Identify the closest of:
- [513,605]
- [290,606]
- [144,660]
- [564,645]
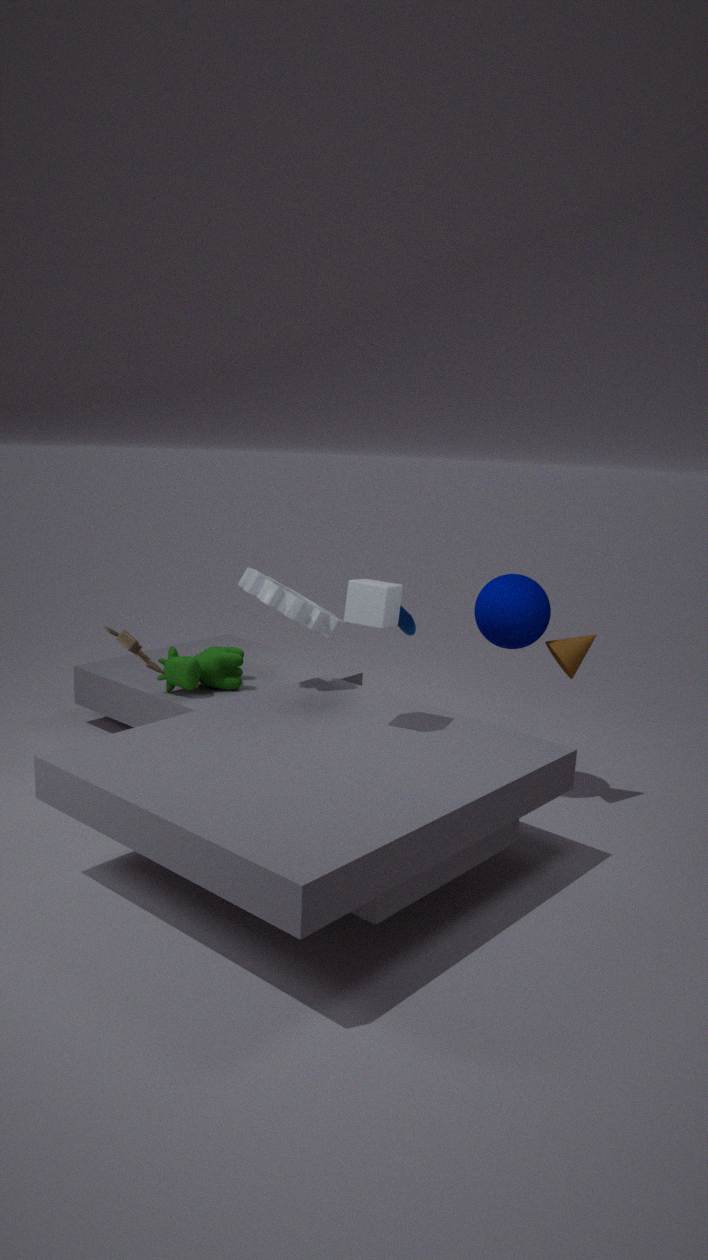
[144,660]
